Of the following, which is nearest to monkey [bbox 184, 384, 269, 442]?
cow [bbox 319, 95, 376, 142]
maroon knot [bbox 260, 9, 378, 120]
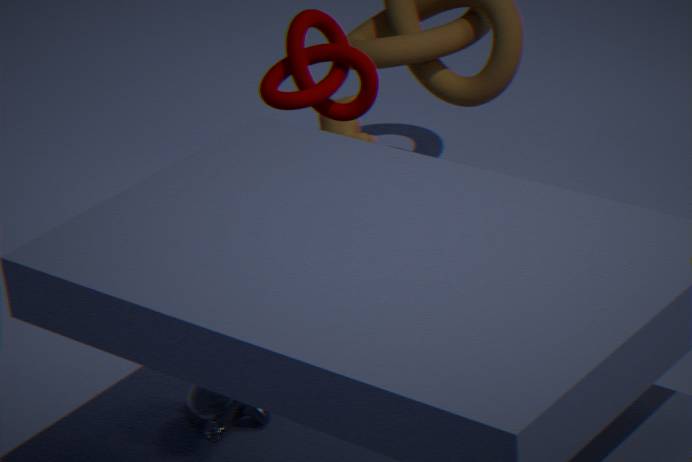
cow [bbox 319, 95, 376, 142]
